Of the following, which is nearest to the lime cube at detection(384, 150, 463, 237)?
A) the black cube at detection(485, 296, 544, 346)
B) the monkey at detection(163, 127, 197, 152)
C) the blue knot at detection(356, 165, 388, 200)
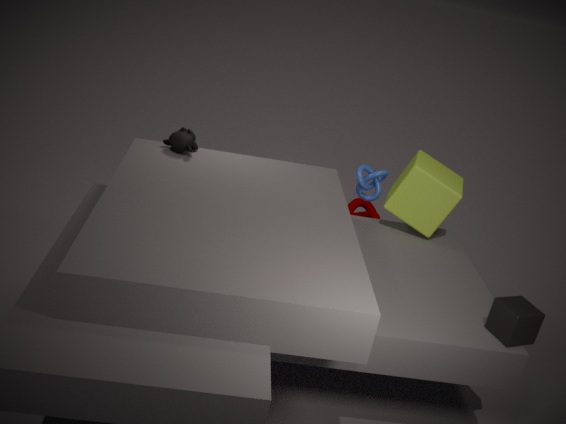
the blue knot at detection(356, 165, 388, 200)
